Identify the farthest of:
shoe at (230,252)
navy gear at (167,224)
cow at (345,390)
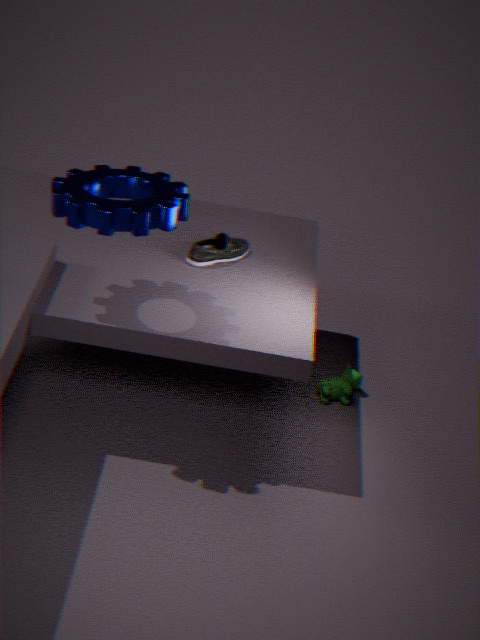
cow at (345,390)
